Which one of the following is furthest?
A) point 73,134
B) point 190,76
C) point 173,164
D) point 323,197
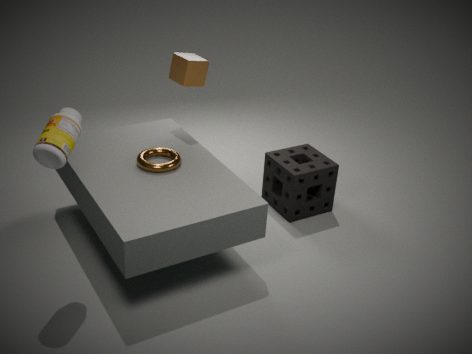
point 323,197
